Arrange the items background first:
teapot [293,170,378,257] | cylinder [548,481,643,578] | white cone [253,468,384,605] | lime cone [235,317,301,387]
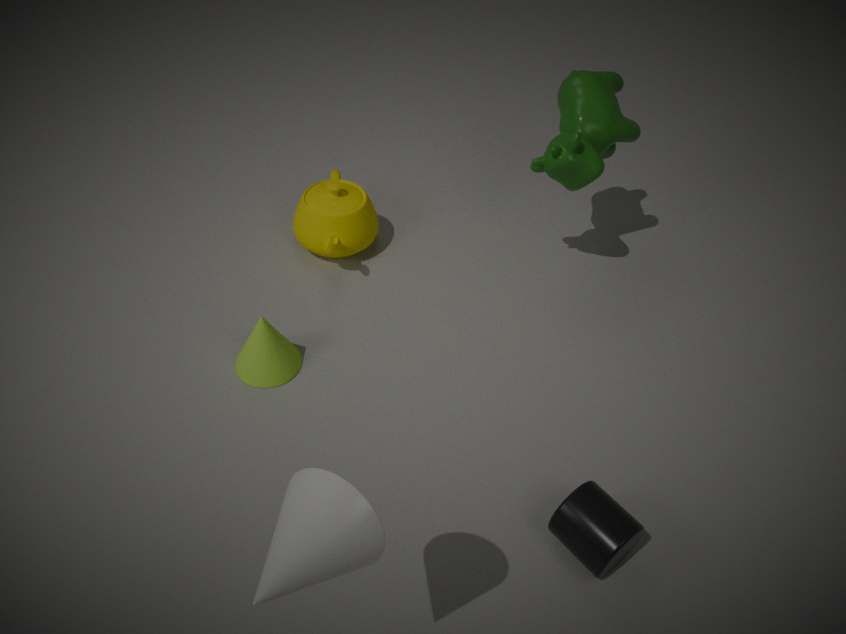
1. teapot [293,170,378,257]
2. lime cone [235,317,301,387]
3. cylinder [548,481,643,578]
4. white cone [253,468,384,605]
